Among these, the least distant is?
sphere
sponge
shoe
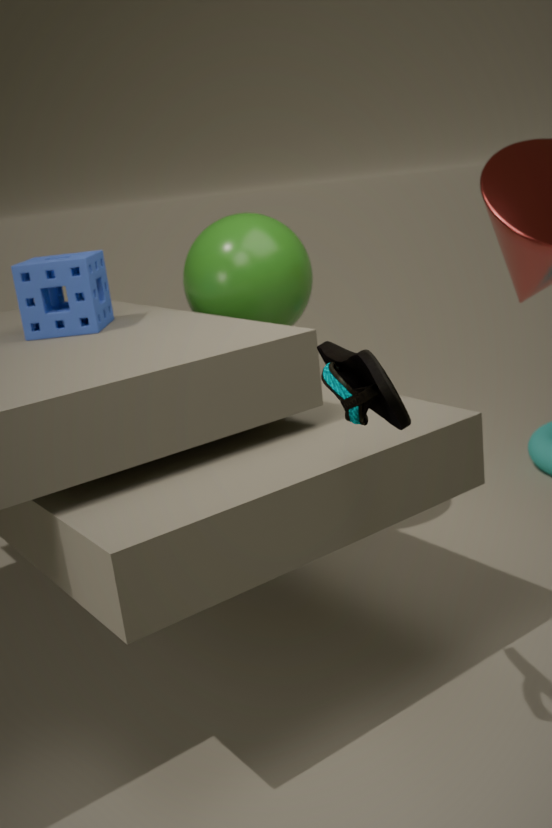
shoe
